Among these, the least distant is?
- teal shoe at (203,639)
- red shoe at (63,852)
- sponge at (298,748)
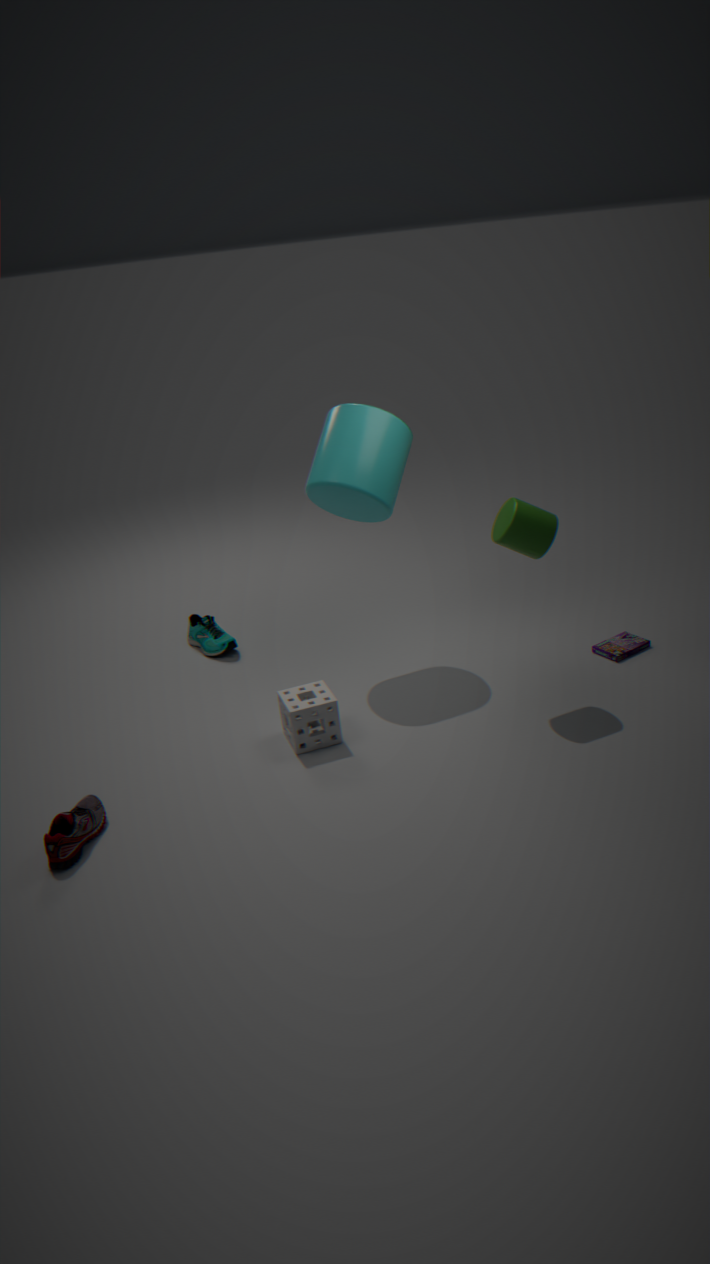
red shoe at (63,852)
